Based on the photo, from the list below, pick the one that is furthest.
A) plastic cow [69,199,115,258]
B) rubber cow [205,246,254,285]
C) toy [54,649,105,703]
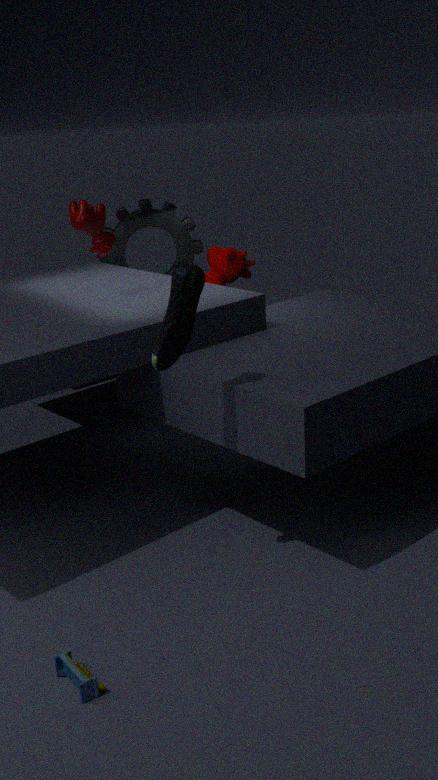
rubber cow [205,246,254,285]
